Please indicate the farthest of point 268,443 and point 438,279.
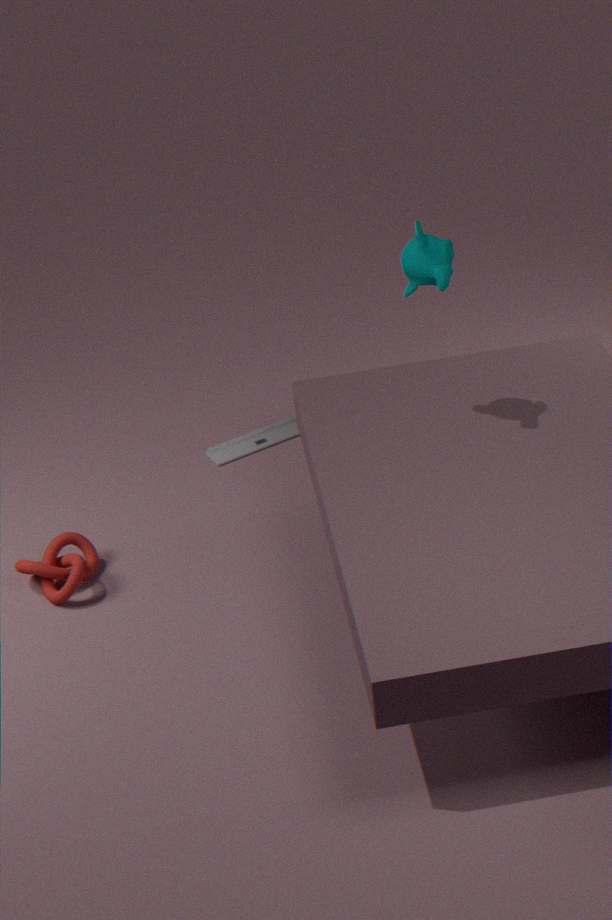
point 268,443
